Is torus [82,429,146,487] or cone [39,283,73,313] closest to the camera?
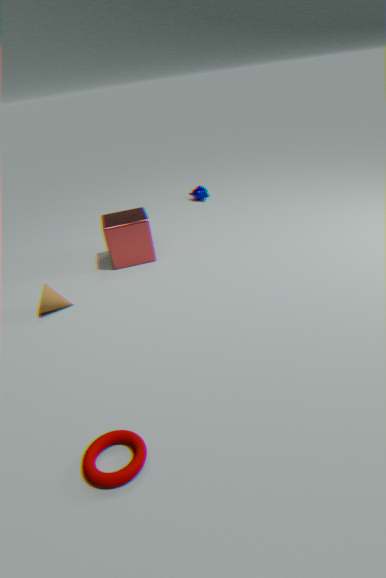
torus [82,429,146,487]
